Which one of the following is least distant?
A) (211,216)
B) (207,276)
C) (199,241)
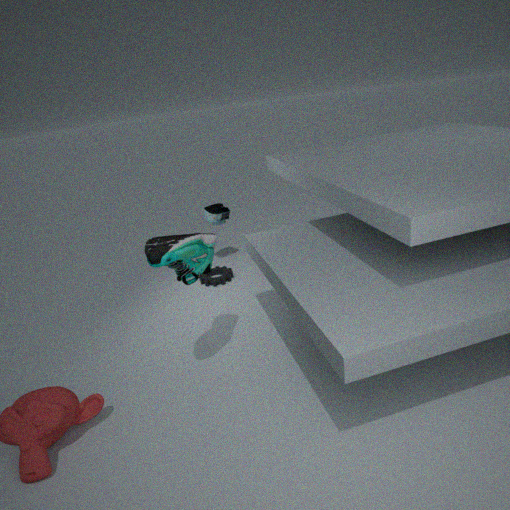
(199,241)
